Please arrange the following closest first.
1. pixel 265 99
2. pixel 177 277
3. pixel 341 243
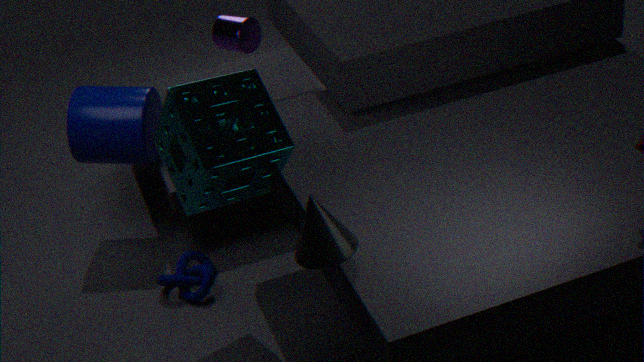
pixel 341 243
pixel 265 99
pixel 177 277
